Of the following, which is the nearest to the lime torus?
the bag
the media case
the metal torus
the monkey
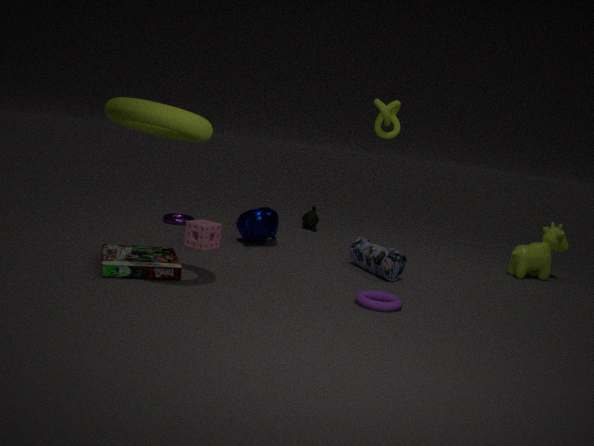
the media case
